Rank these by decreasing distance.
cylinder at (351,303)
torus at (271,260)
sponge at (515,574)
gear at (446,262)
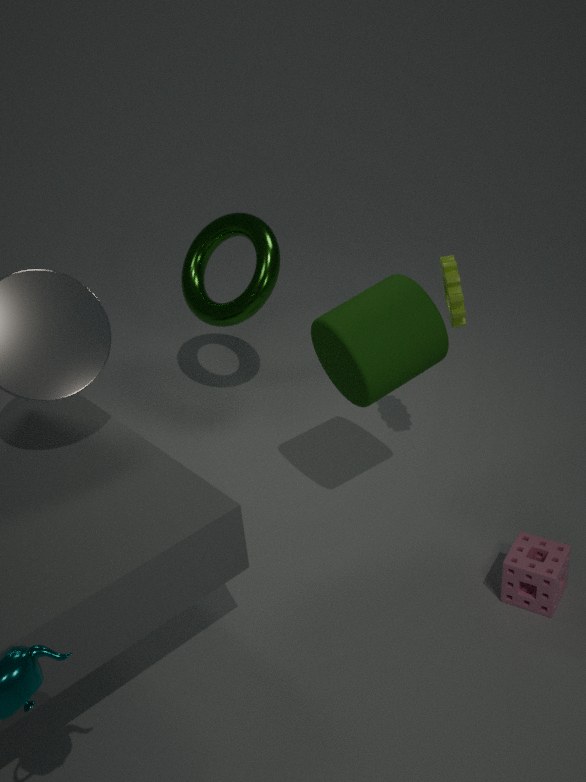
torus at (271,260) < gear at (446,262) < cylinder at (351,303) < sponge at (515,574)
